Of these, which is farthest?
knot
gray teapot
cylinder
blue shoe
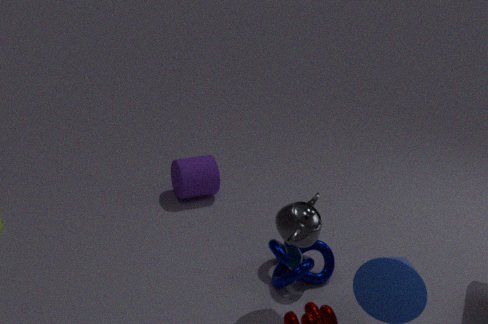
cylinder
